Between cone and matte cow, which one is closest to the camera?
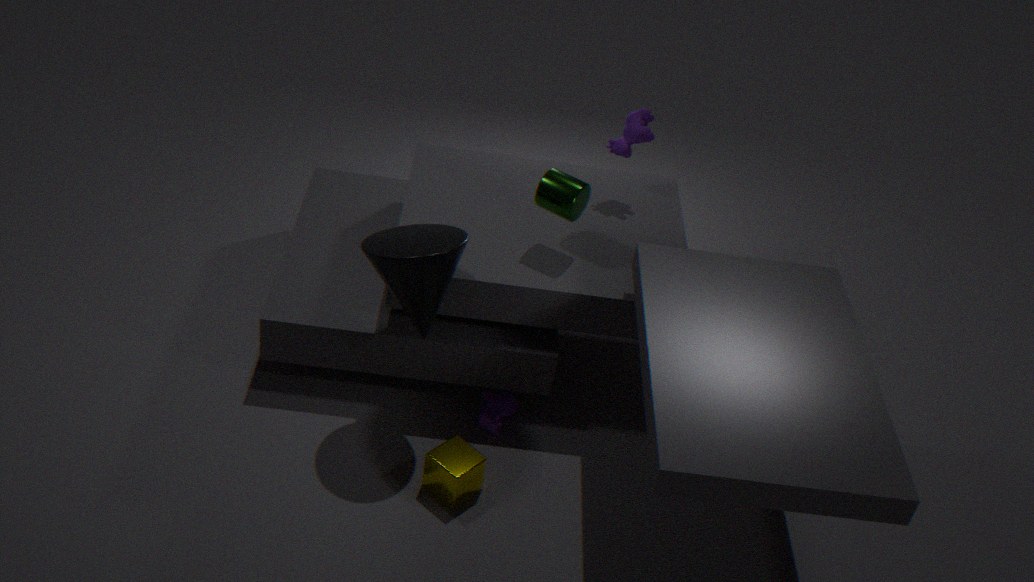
cone
